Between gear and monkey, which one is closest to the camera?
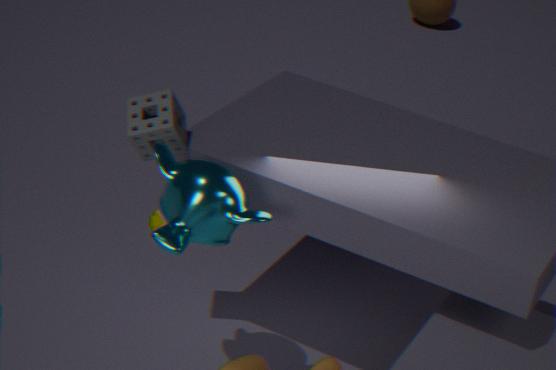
monkey
